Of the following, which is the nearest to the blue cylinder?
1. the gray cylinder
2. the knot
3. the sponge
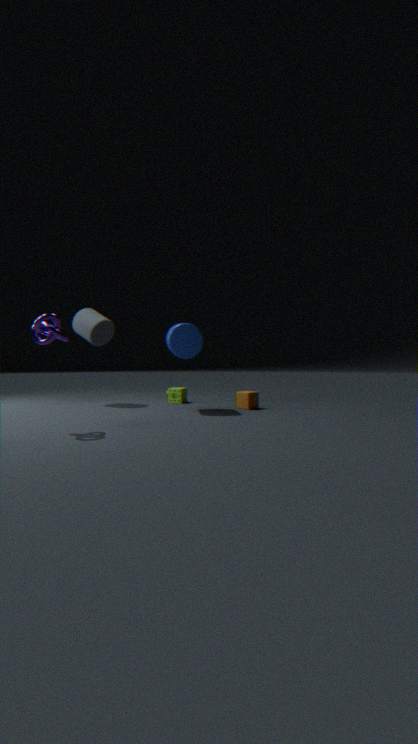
the sponge
